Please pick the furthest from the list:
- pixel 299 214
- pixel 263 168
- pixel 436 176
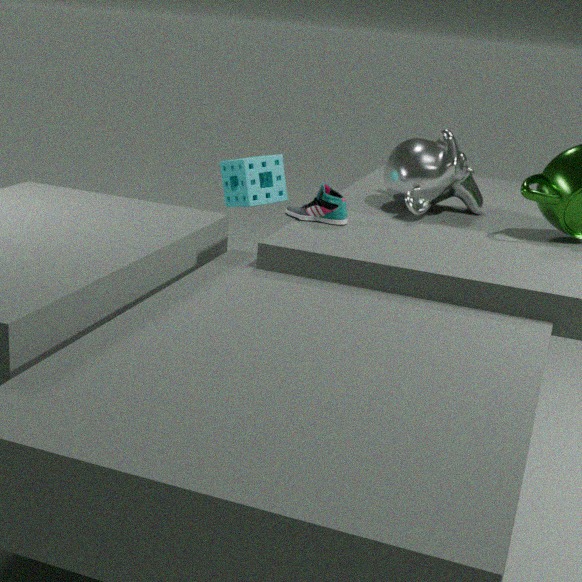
pixel 263 168
